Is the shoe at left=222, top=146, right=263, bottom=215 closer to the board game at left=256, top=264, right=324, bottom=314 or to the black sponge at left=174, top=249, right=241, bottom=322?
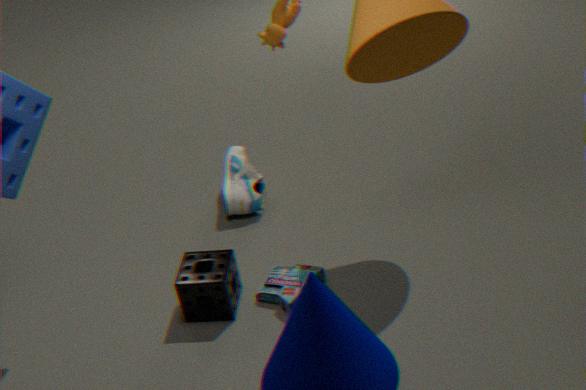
the board game at left=256, top=264, right=324, bottom=314
